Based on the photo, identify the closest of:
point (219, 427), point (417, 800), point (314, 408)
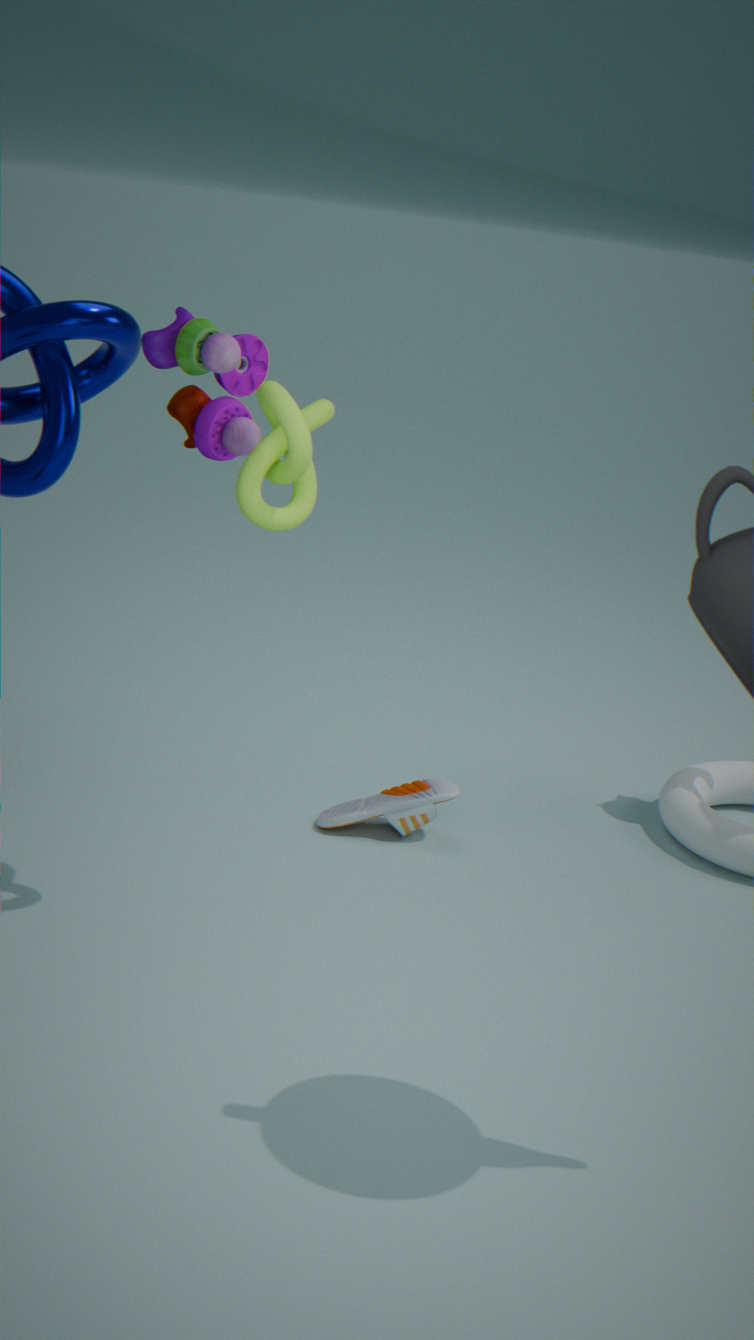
point (314, 408)
